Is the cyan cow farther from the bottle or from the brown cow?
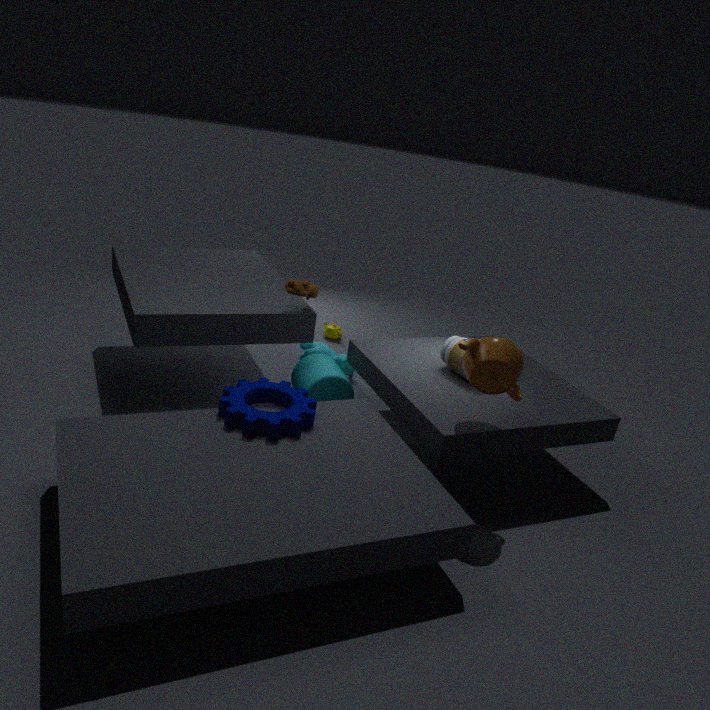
the bottle
